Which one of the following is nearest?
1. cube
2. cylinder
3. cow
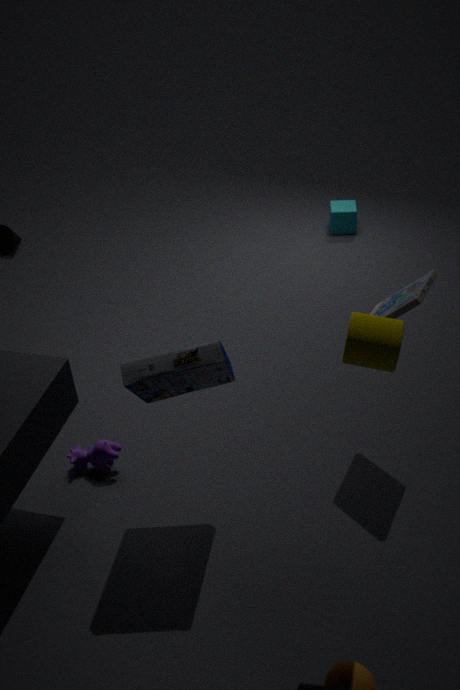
cylinder
